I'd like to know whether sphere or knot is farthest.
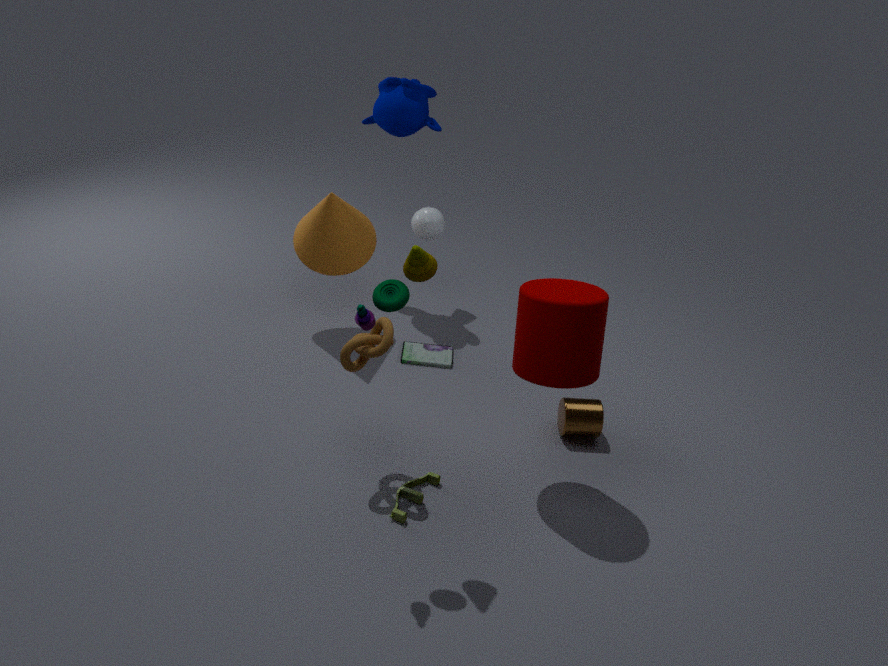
sphere
